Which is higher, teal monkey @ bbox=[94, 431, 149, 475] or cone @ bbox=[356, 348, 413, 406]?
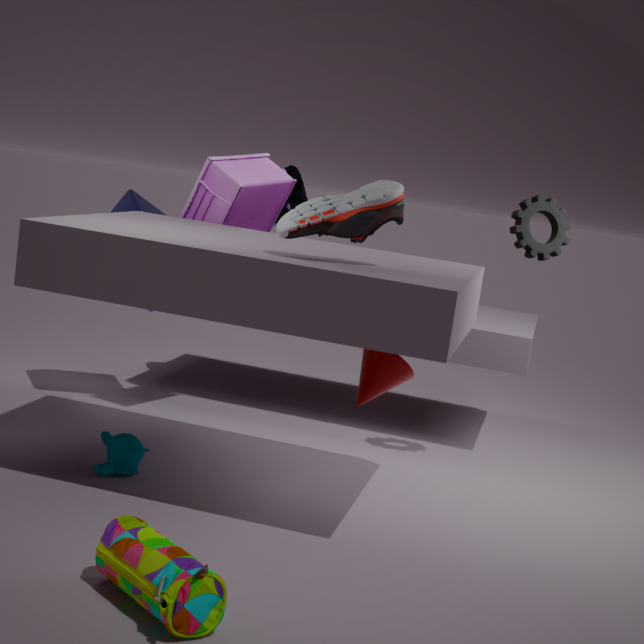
cone @ bbox=[356, 348, 413, 406]
